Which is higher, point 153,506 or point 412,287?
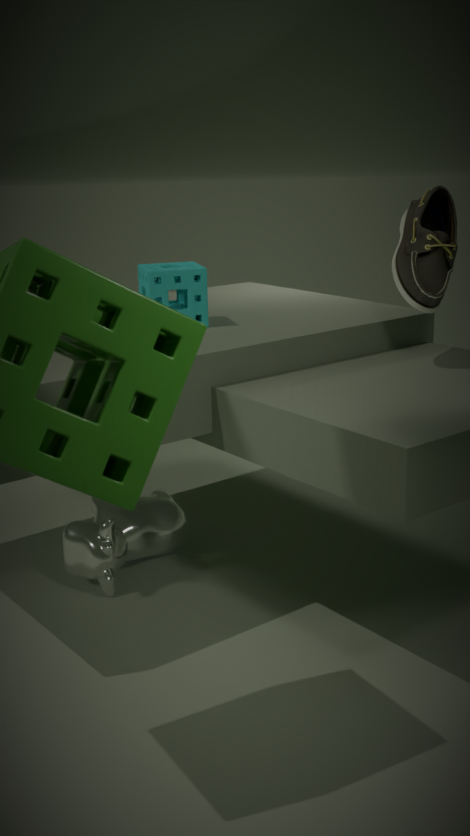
point 412,287
